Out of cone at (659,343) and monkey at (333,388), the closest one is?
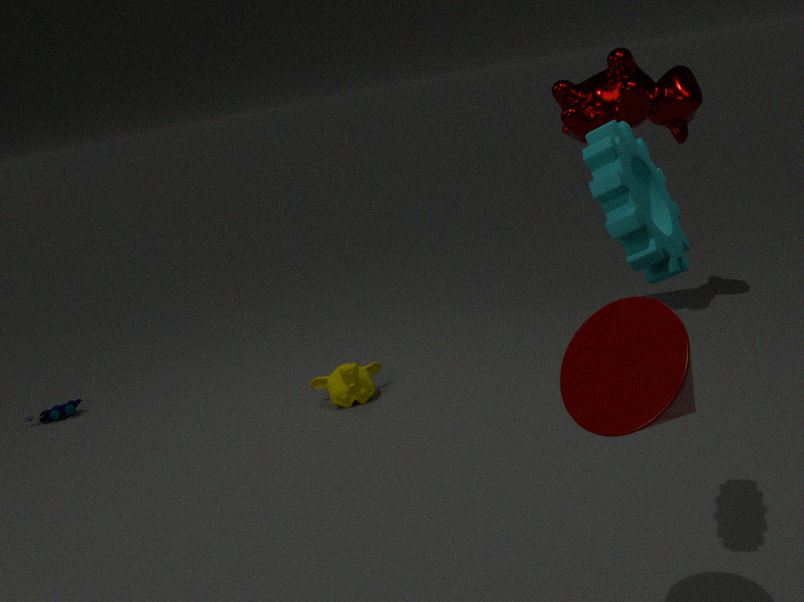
cone at (659,343)
